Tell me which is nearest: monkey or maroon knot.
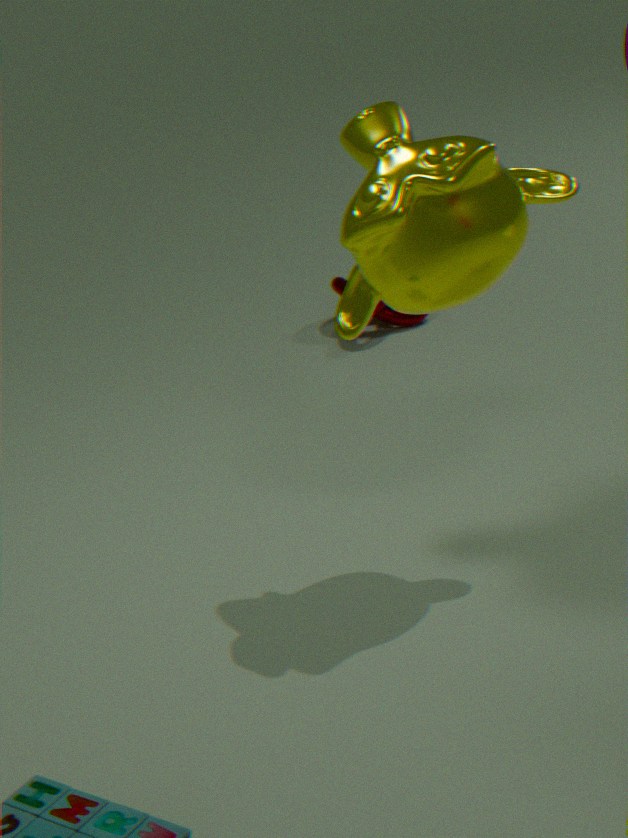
monkey
